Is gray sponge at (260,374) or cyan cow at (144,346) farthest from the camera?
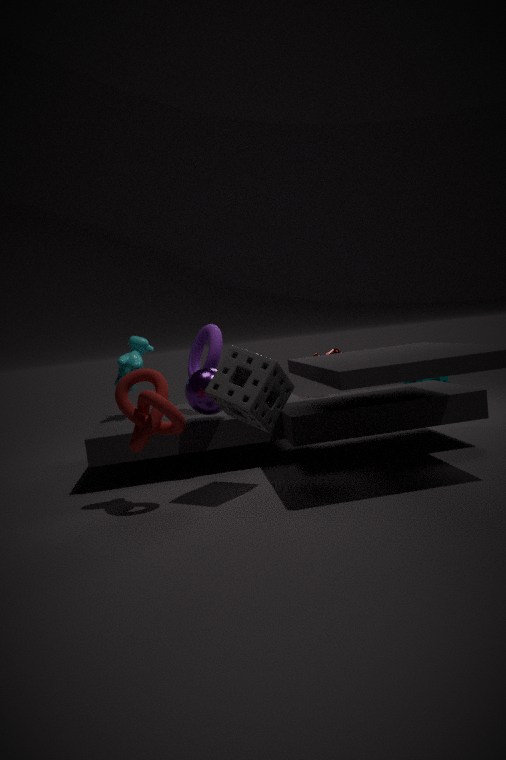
cyan cow at (144,346)
